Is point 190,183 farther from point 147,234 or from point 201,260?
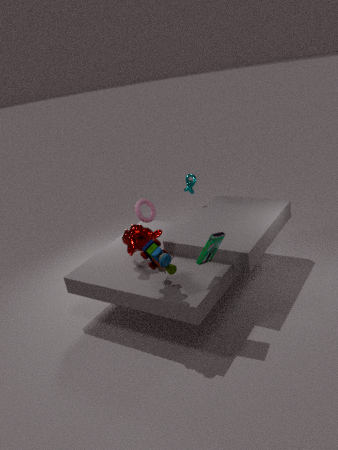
point 201,260
